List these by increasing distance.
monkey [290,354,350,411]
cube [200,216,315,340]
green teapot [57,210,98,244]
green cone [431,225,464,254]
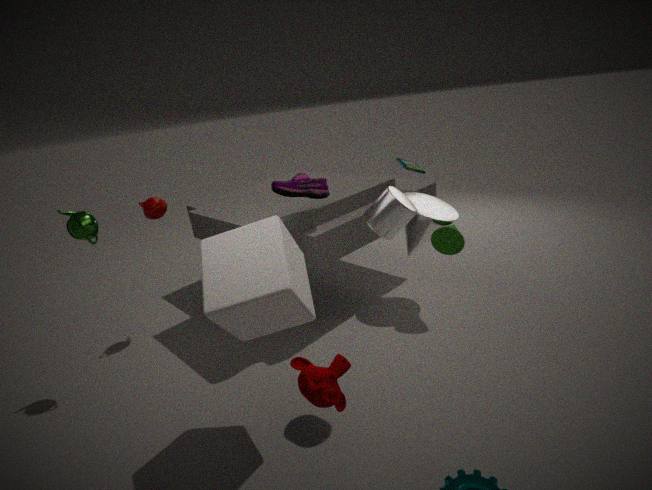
monkey [290,354,350,411] < cube [200,216,315,340] < green teapot [57,210,98,244] < green cone [431,225,464,254]
